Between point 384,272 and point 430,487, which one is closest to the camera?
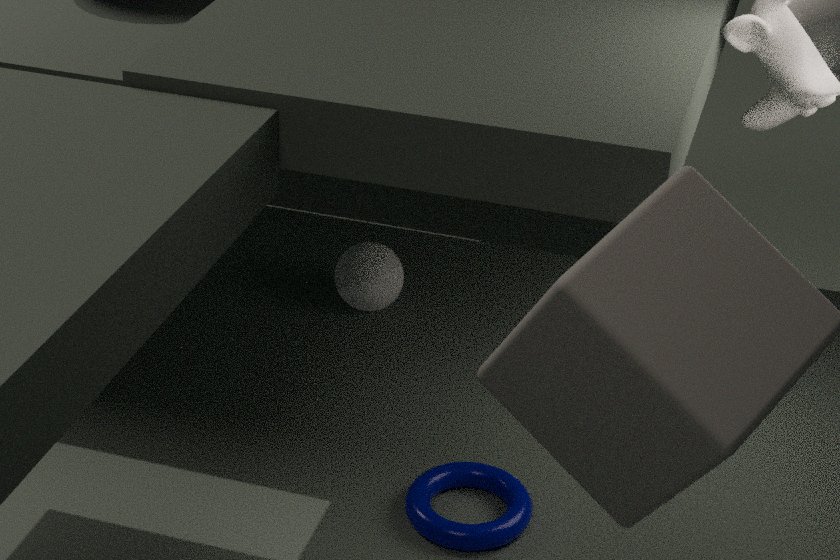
point 430,487
